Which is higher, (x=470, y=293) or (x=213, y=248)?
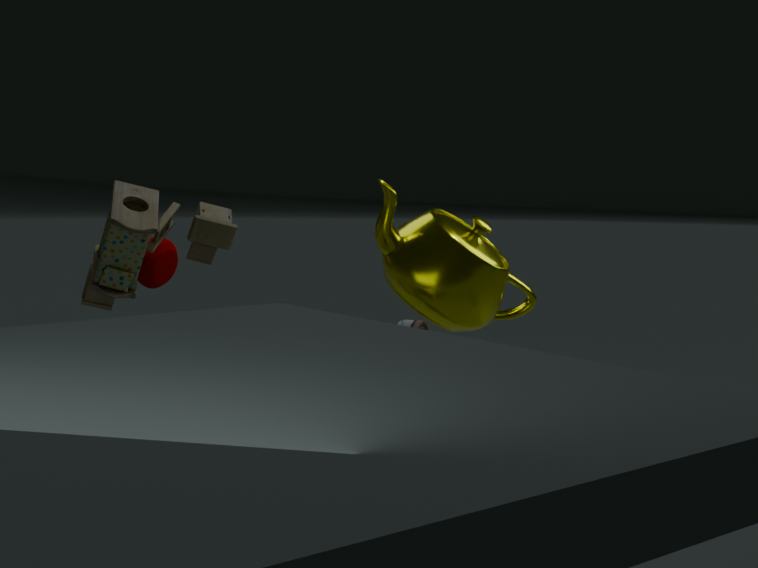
(x=213, y=248)
